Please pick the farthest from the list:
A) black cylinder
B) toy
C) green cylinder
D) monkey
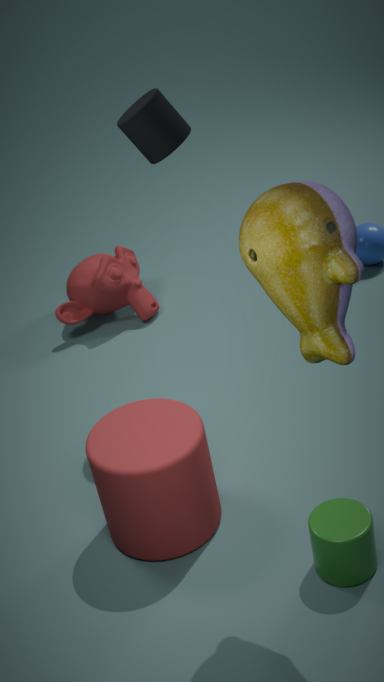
monkey
